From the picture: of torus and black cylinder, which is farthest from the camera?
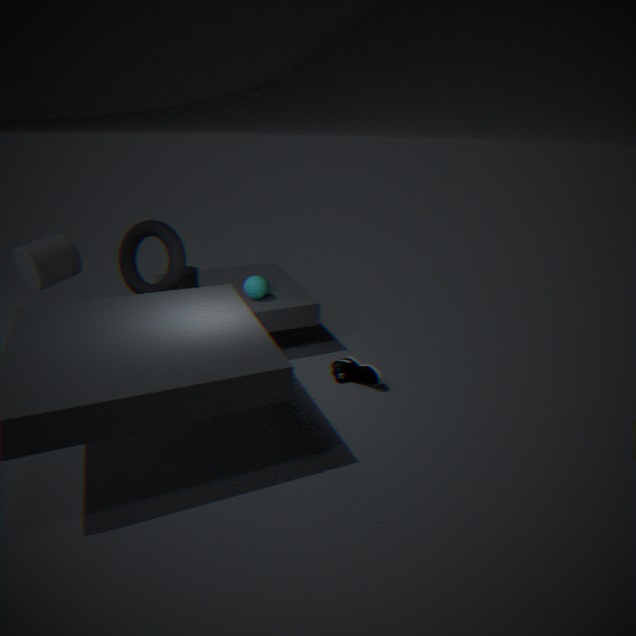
black cylinder
